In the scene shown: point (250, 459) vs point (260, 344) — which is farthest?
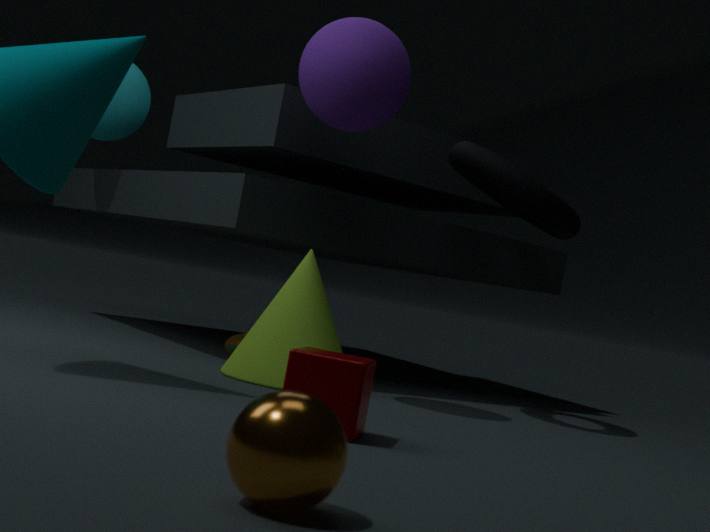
point (260, 344)
